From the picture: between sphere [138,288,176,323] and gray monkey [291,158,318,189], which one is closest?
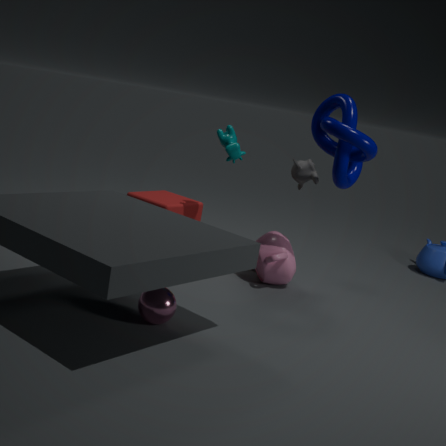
sphere [138,288,176,323]
